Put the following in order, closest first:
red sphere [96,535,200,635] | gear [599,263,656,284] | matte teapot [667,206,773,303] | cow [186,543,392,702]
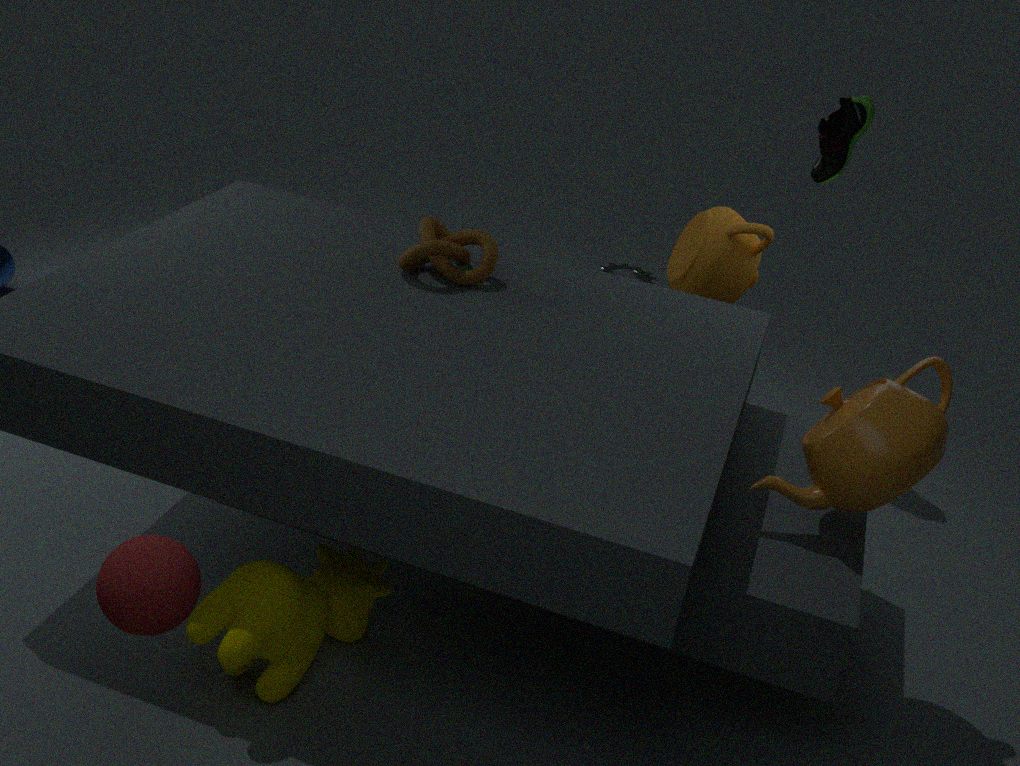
red sphere [96,535,200,635] < cow [186,543,392,702] < matte teapot [667,206,773,303] < gear [599,263,656,284]
